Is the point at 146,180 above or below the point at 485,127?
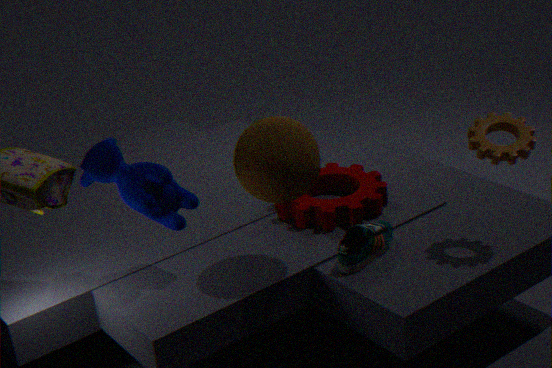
below
